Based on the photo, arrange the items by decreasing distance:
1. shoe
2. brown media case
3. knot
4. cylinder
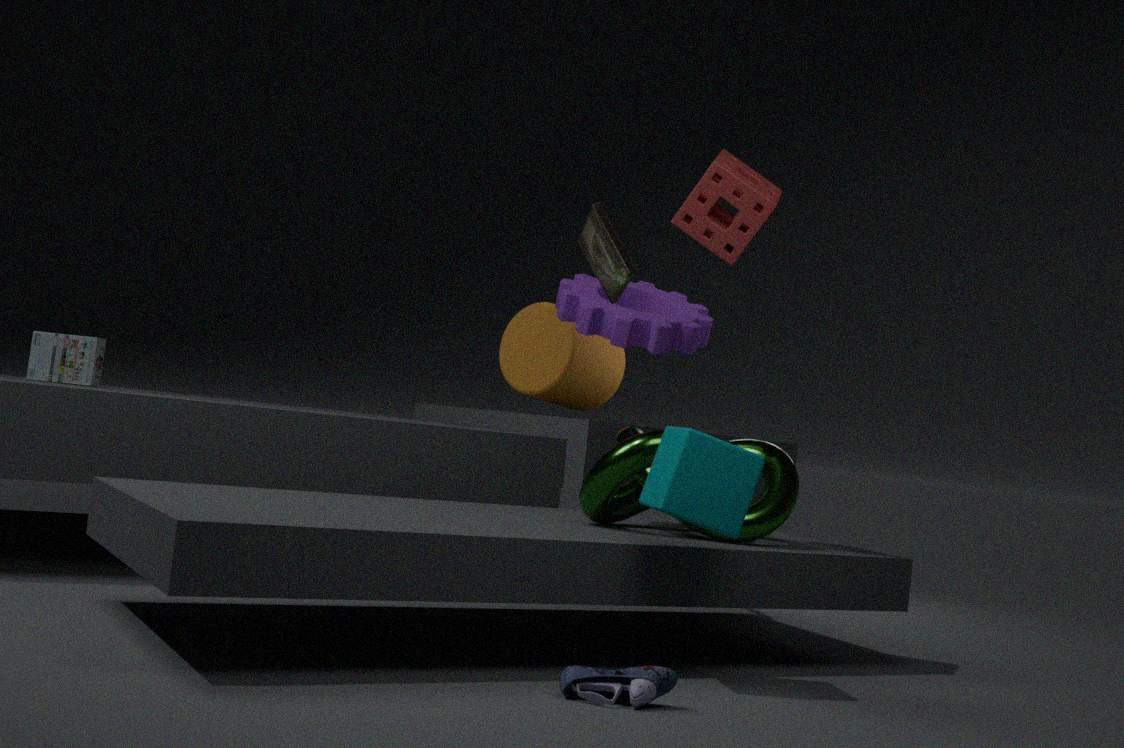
cylinder
brown media case
knot
shoe
